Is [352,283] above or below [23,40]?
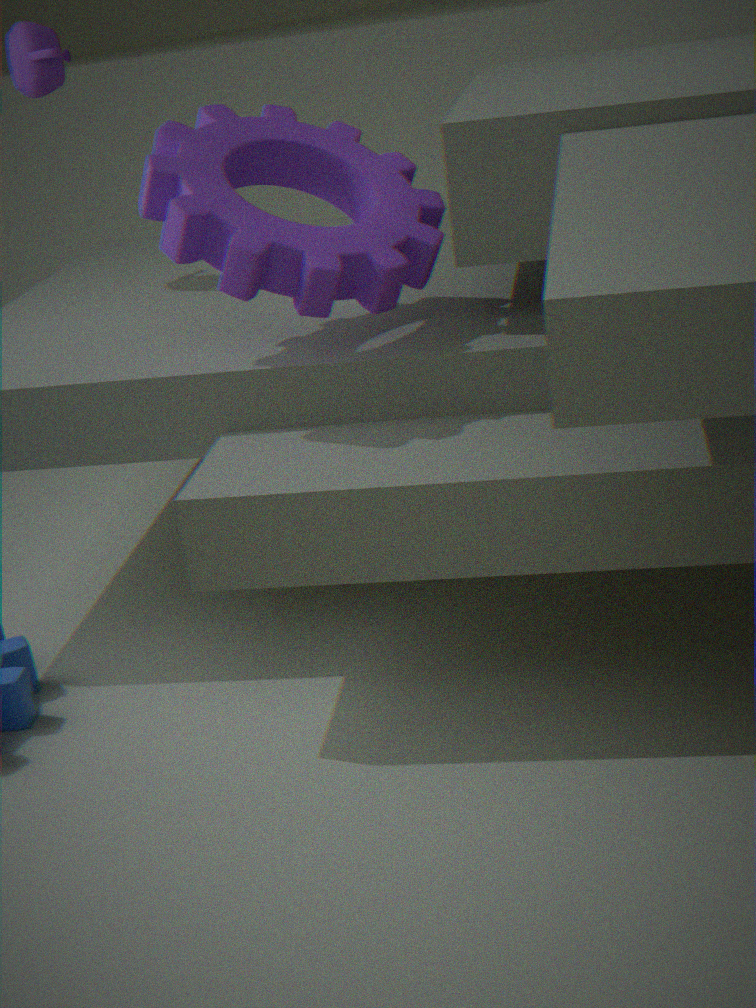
below
